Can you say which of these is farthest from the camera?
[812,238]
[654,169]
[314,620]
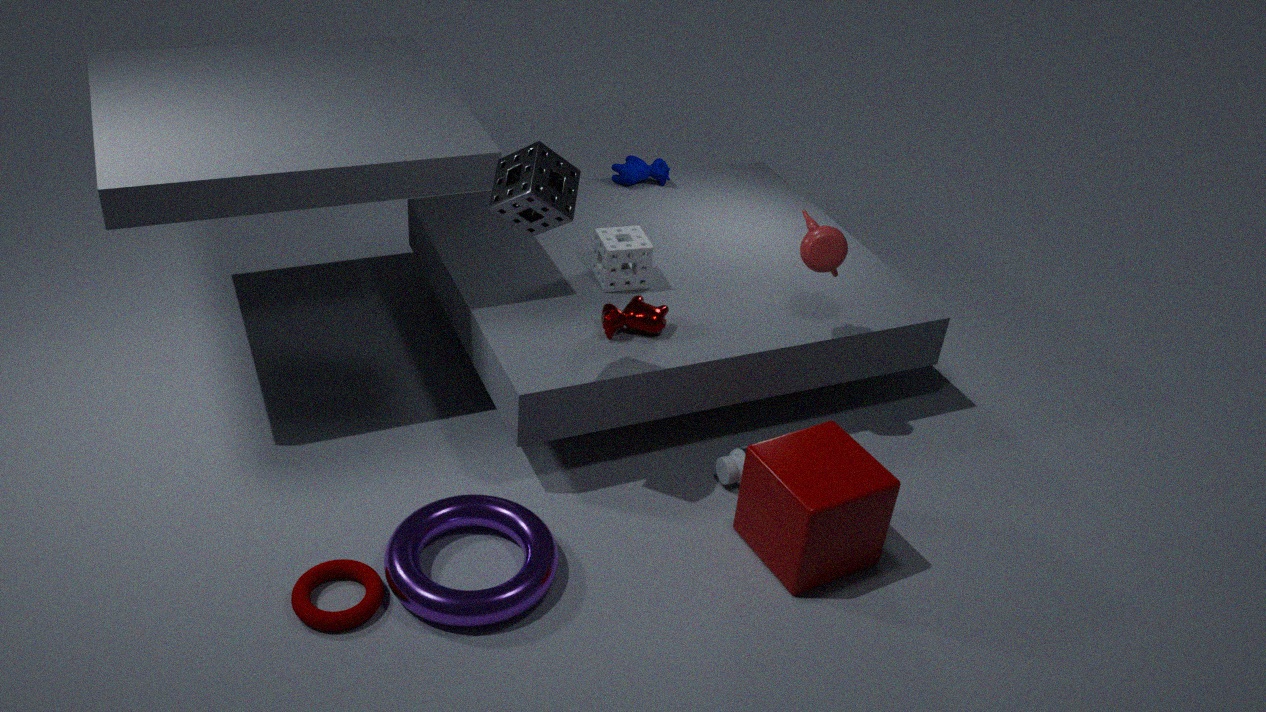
[654,169]
